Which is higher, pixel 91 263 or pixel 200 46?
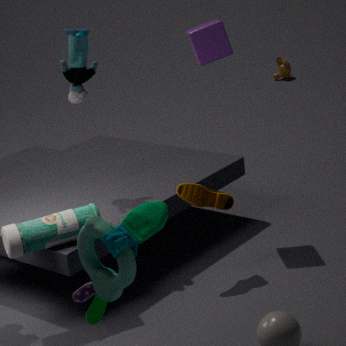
pixel 200 46
